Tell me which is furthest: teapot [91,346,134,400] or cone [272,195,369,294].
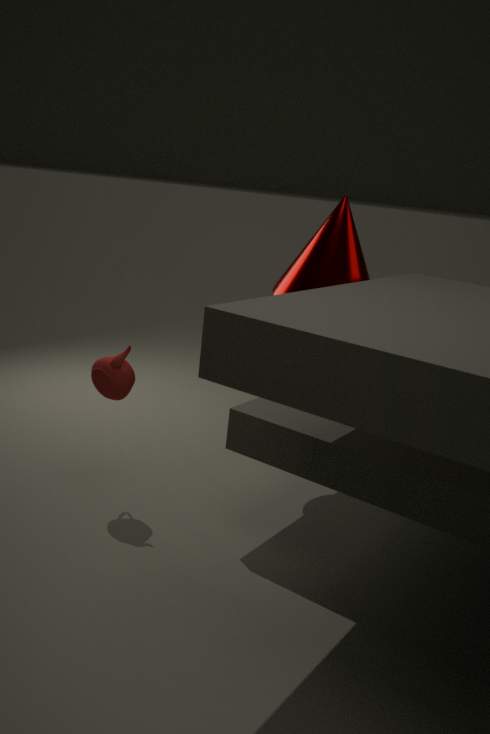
cone [272,195,369,294]
